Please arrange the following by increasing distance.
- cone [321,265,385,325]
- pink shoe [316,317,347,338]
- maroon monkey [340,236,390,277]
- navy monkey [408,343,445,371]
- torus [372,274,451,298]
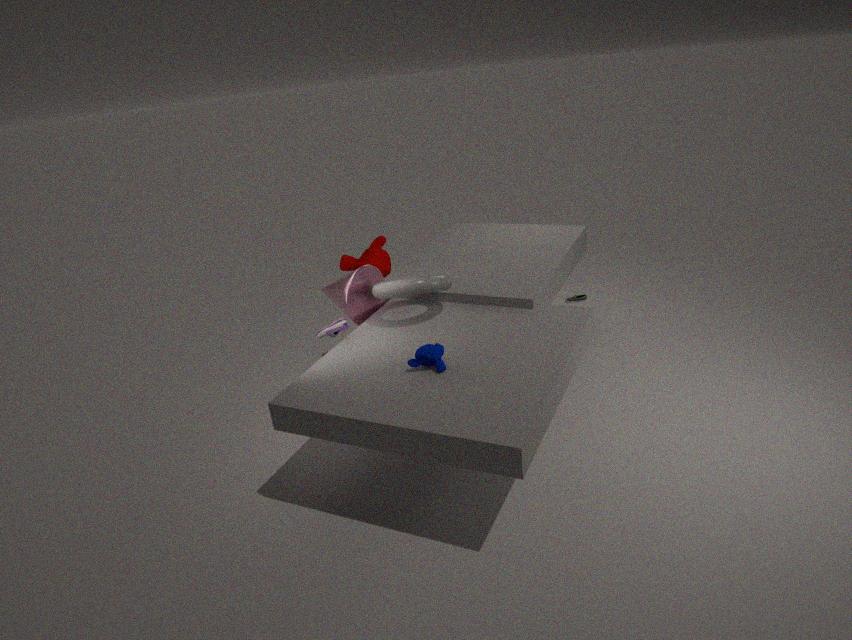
navy monkey [408,343,445,371]
torus [372,274,451,298]
pink shoe [316,317,347,338]
cone [321,265,385,325]
maroon monkey [340,236,390,277]
